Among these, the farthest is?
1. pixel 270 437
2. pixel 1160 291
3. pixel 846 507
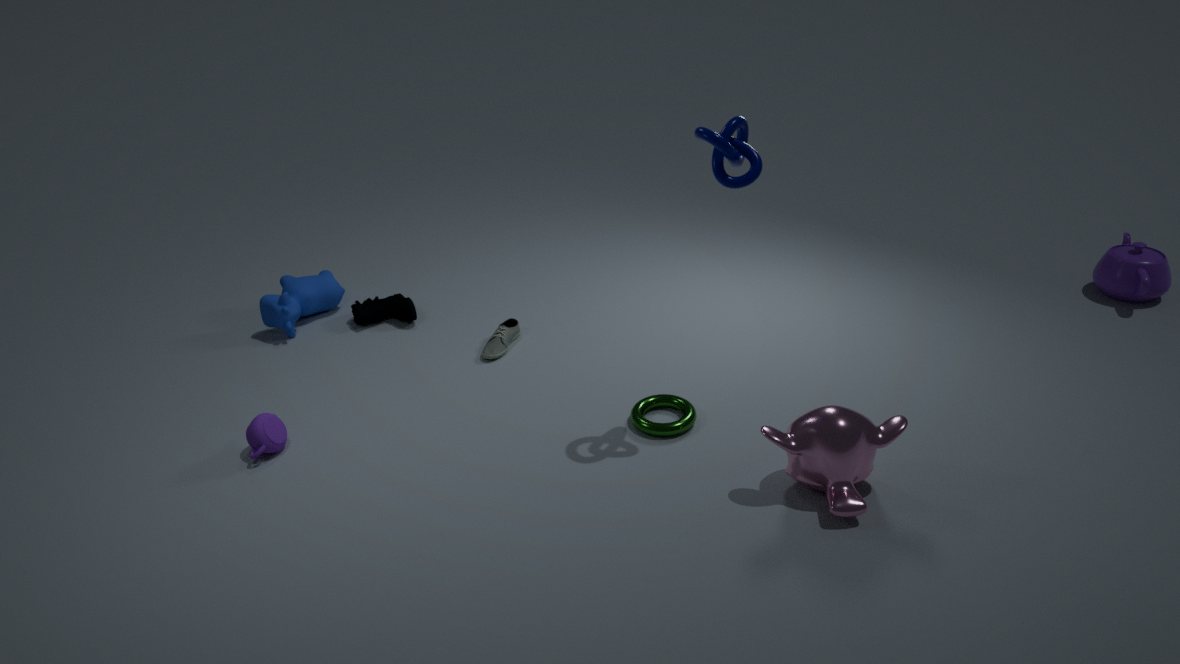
pixel 1160 291
